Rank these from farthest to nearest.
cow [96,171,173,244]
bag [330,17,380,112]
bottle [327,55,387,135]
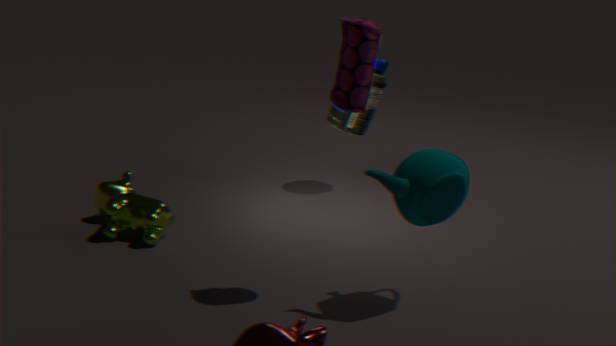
1. bottle [327,55,387,135]
2. cow [96,171,173,244]
3. bag [330,17,380,112]
